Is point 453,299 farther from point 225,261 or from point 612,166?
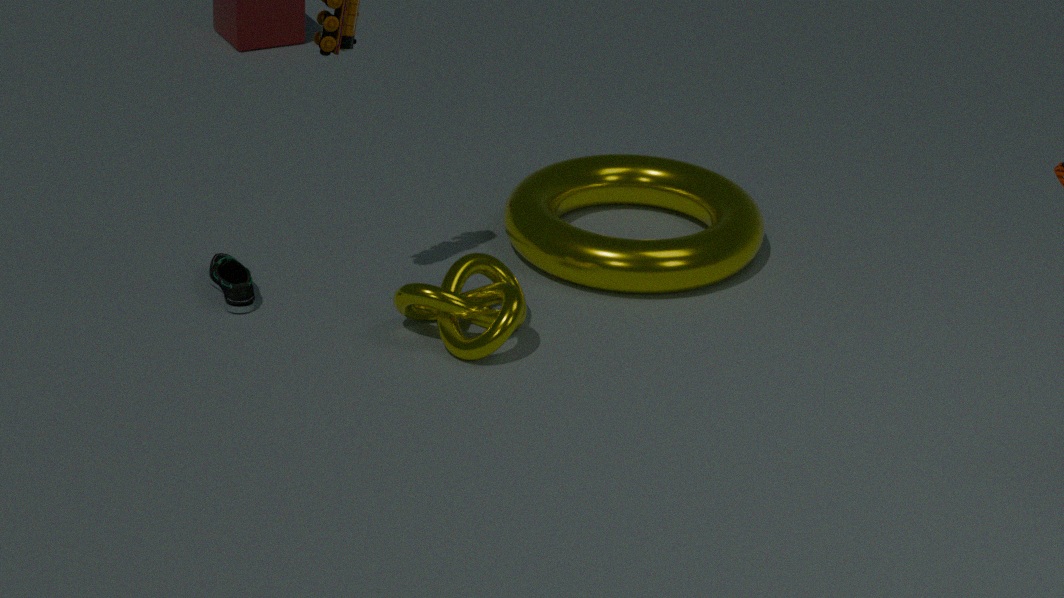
point 612,166
